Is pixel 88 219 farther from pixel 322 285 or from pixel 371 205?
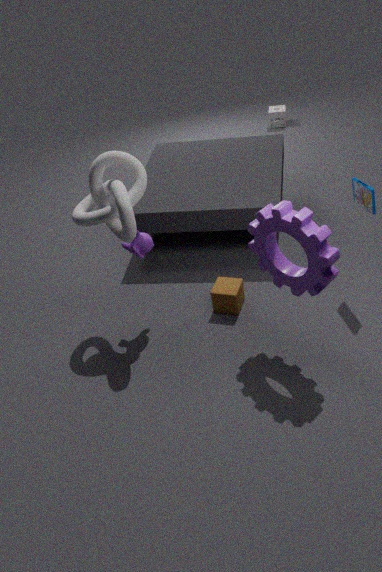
pixel 371 205
